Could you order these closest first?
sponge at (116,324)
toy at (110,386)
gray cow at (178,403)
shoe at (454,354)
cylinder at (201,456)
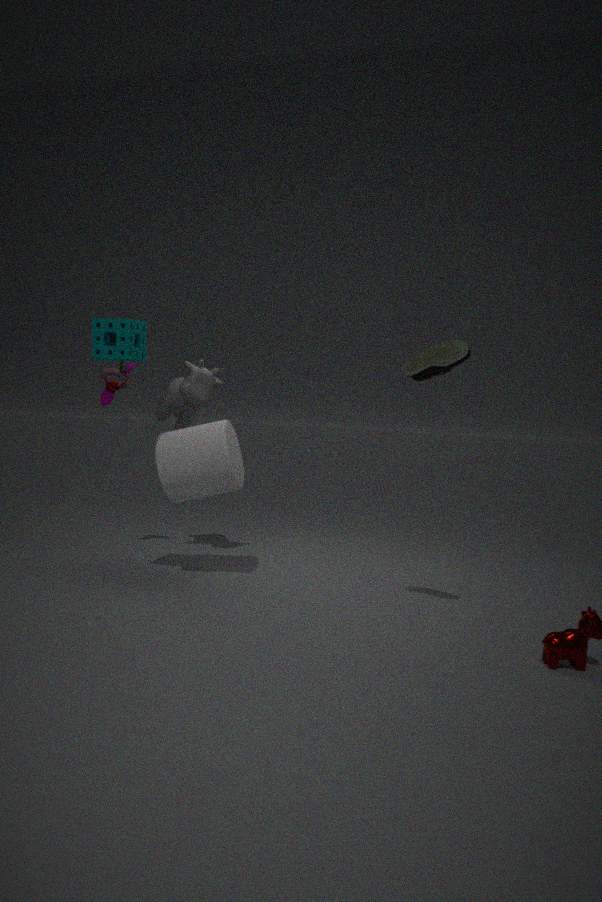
shoe at (454,354) < sponge at (116,324) < cylinder at (201,456) < gray cow at (178,403) < toy at (110,386)
